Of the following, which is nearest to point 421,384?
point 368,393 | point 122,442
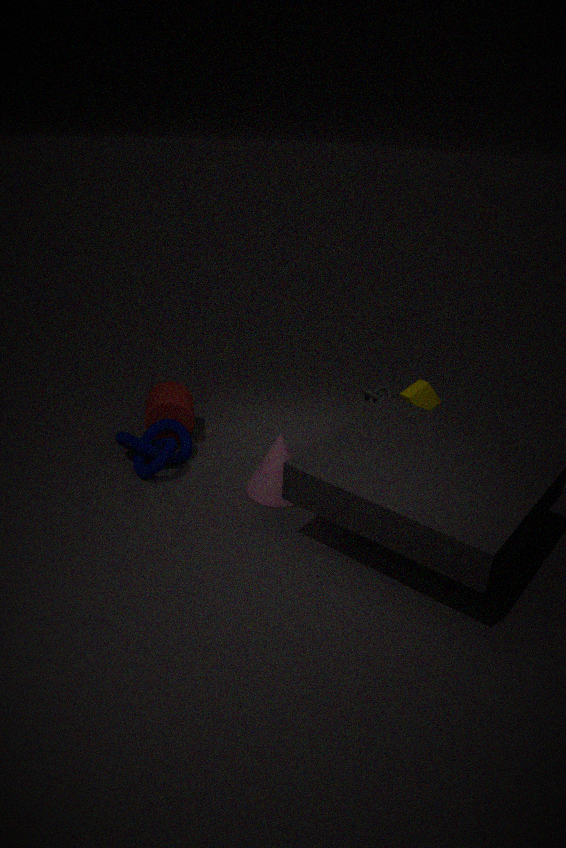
point 368,393
